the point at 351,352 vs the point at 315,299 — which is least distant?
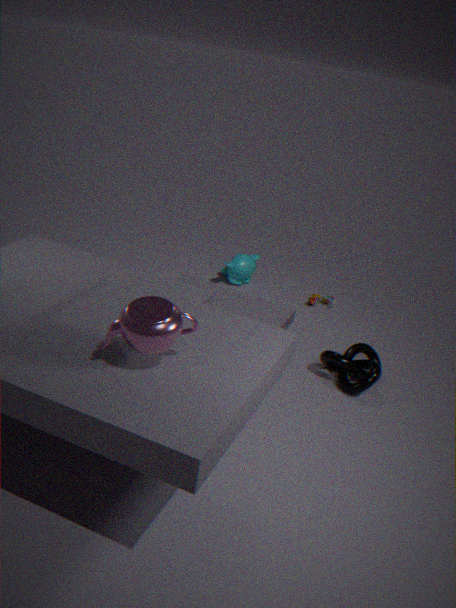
the point at 351,352
